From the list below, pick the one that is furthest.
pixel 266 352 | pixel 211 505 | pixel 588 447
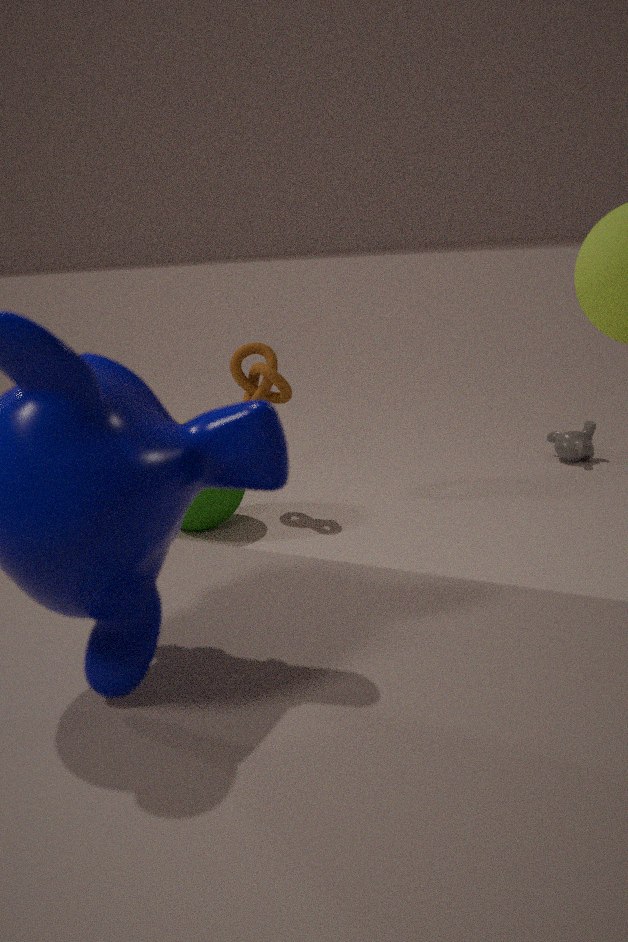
pixel 588 447
